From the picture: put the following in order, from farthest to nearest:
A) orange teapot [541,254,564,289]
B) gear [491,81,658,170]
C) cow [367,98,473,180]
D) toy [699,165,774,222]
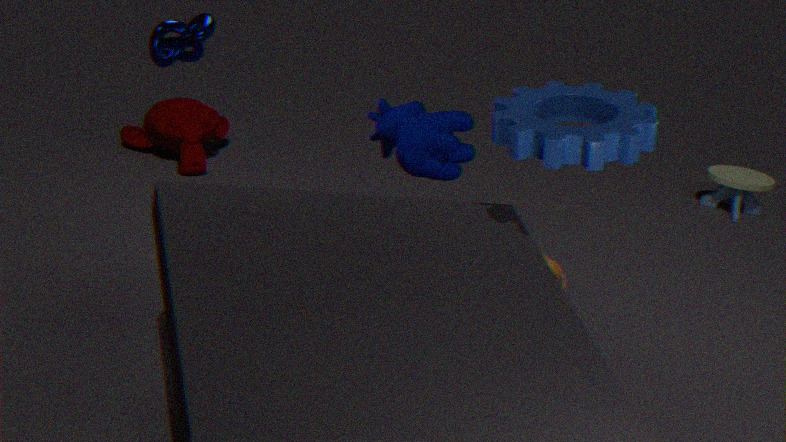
toy [699,165,774,222] → orange teapot [541,254,564,289] → cow [367,98,473,180] → gear [491,81,658,170]
